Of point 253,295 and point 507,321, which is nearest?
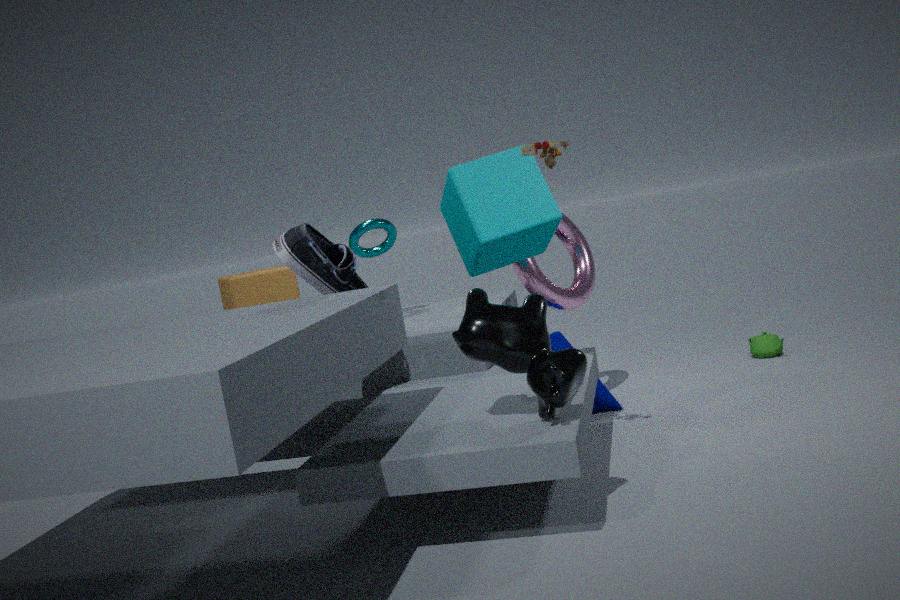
point 507,321
